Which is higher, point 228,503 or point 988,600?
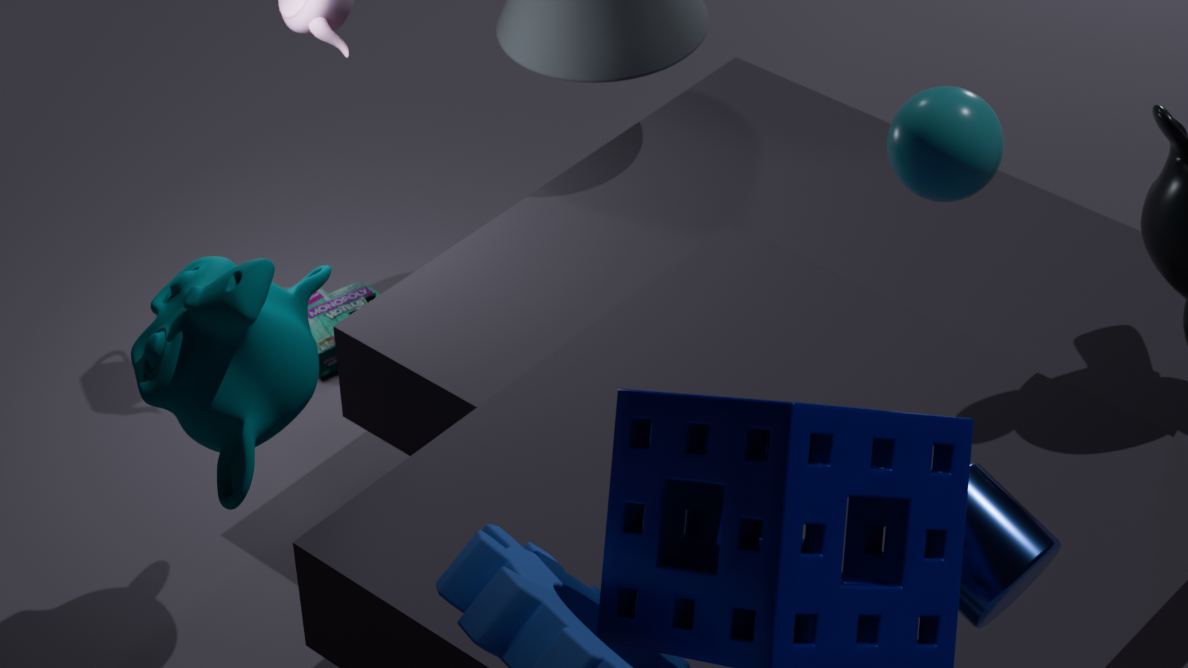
point 988,600
